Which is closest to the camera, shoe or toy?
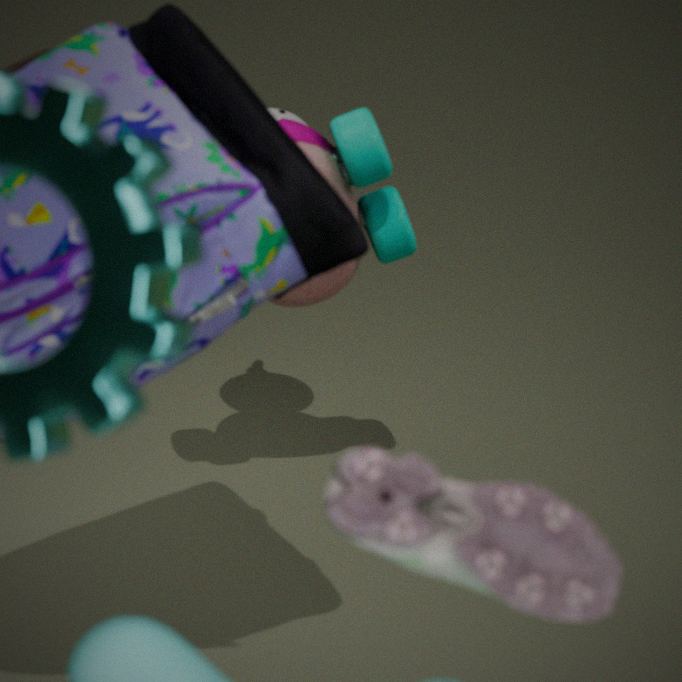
shoe
